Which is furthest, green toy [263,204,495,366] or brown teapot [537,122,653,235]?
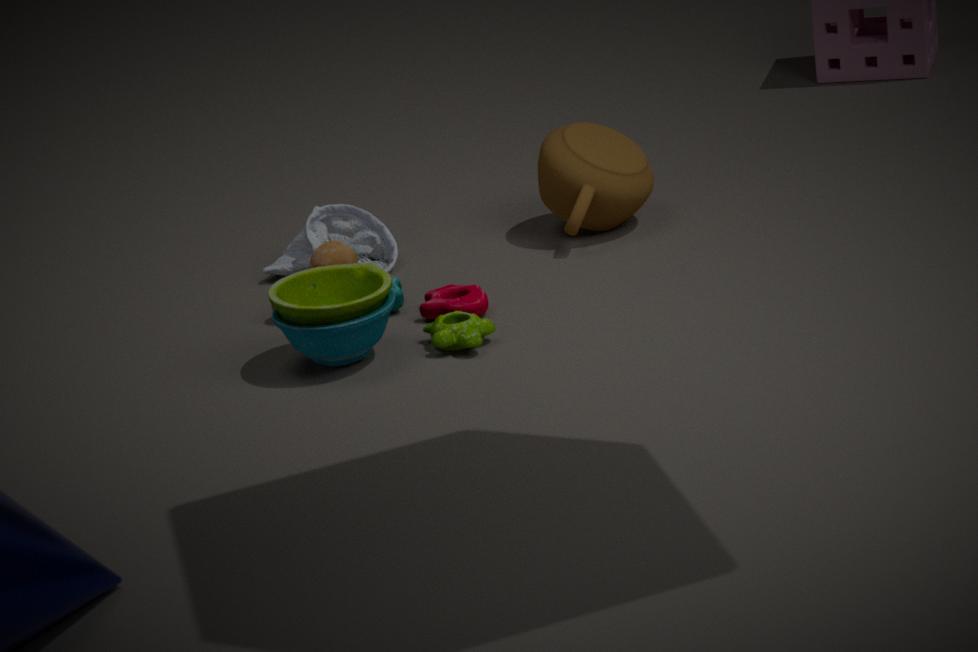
brown teapot [537,122,653,235]
